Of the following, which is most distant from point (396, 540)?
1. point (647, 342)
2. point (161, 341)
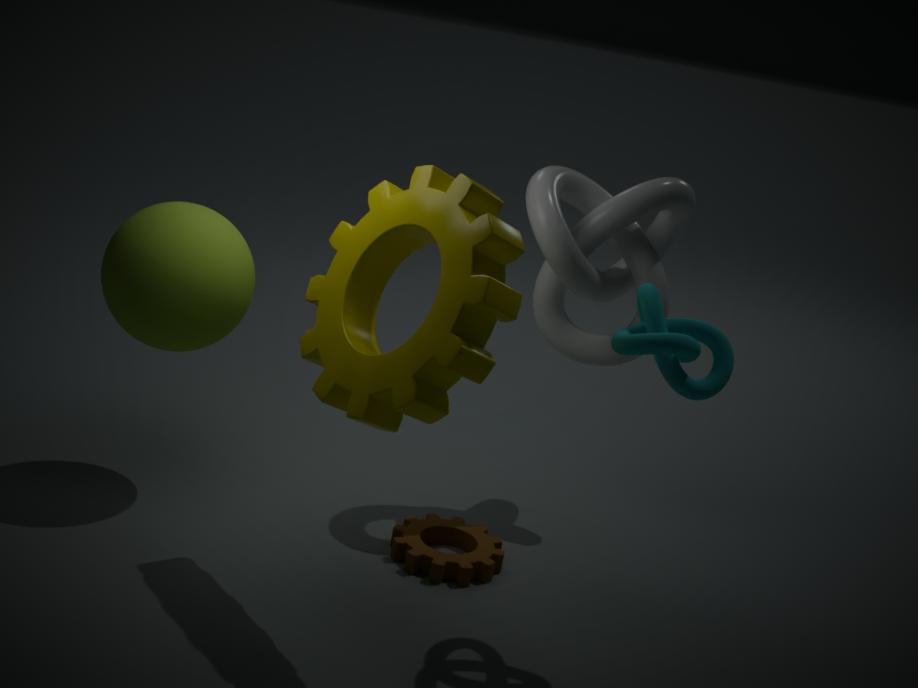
point (161, 341)
